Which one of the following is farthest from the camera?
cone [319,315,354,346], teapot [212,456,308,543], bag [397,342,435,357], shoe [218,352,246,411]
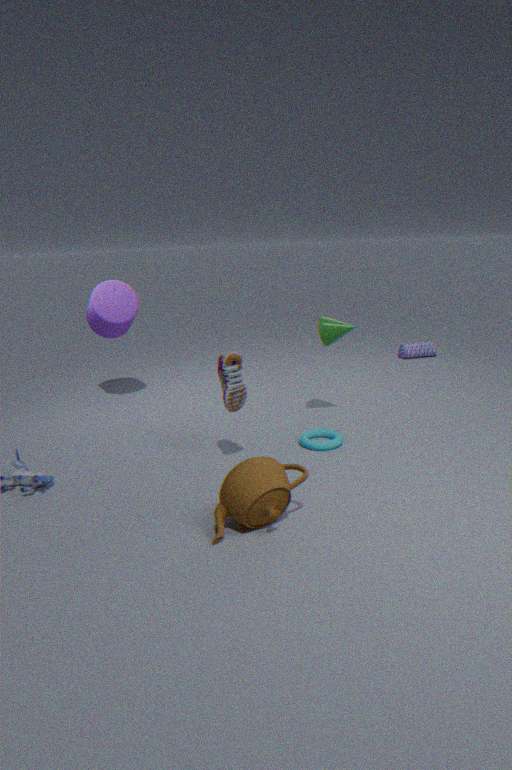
bag [397,342,435,357]
